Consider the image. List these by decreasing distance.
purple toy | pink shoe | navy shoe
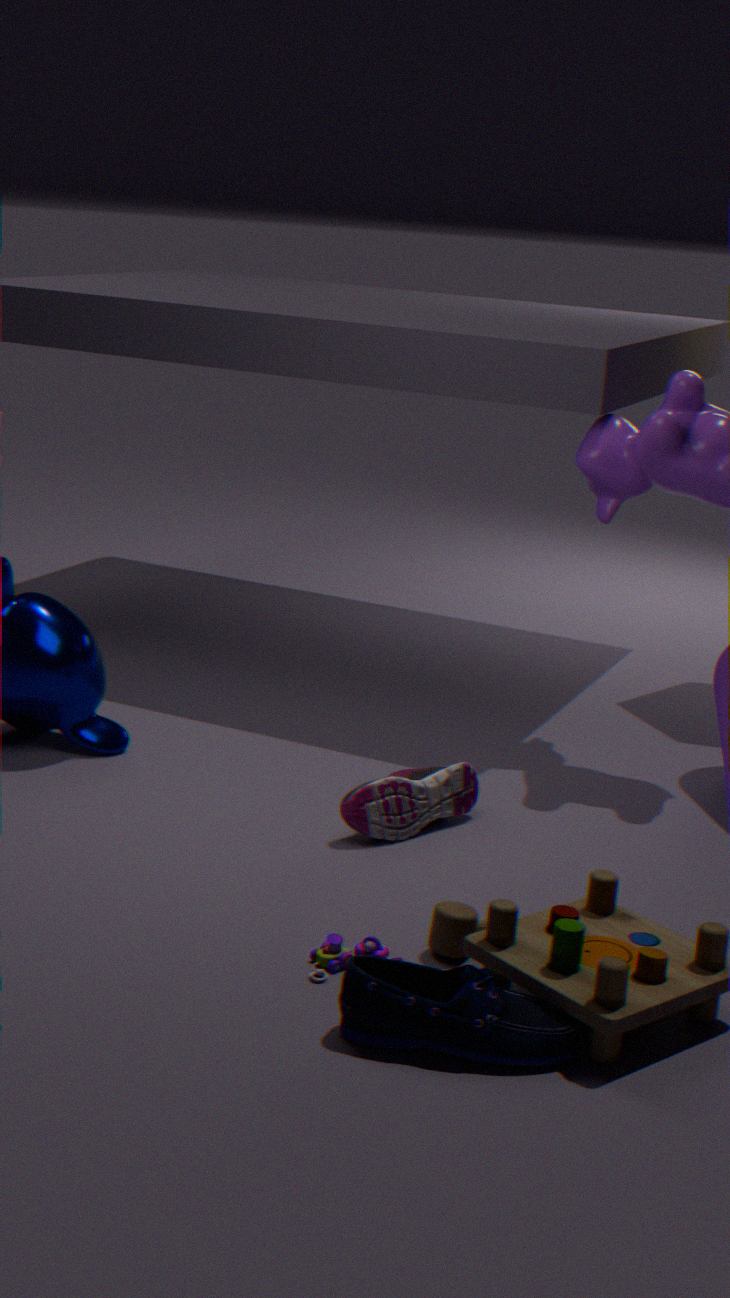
pink shoe
purple toy
navy shoe
